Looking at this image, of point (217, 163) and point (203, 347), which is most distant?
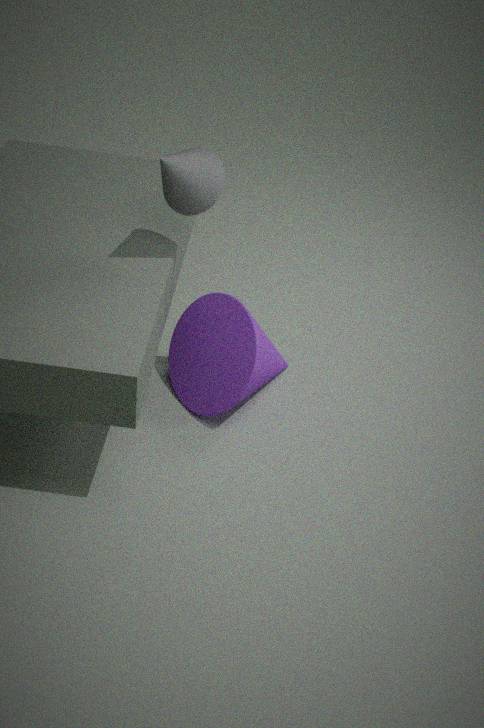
point (203, 347)
